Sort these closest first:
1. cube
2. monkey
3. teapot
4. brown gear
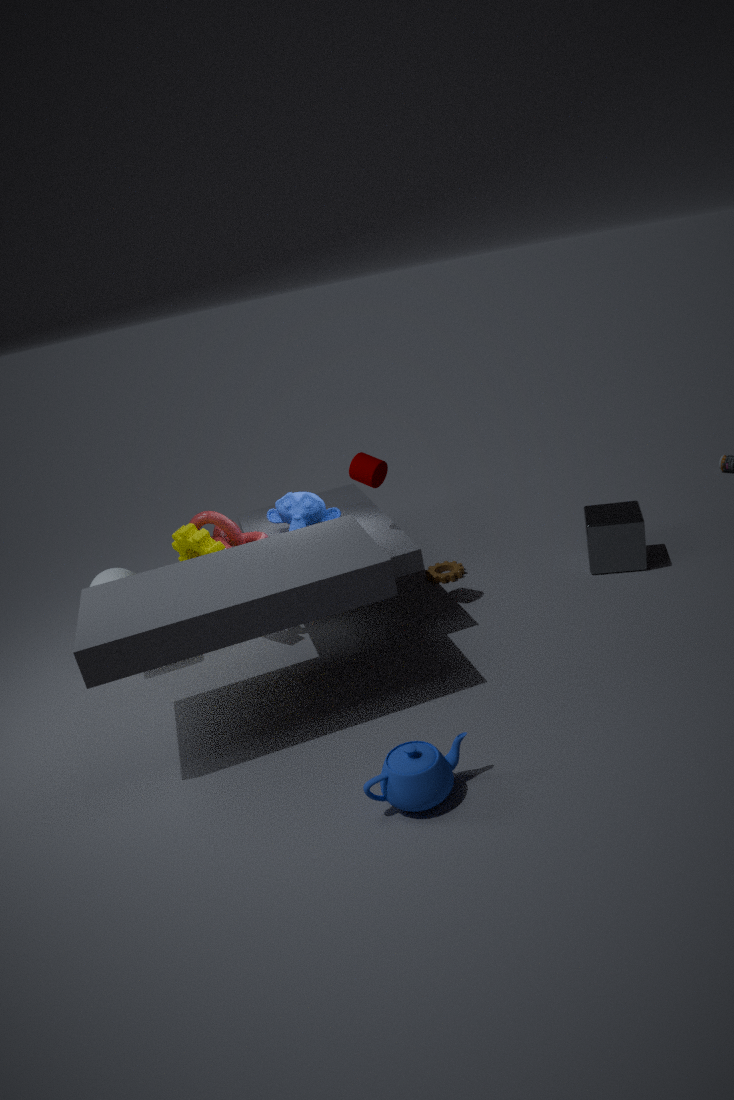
teapot
cube
monkey
brown gear
